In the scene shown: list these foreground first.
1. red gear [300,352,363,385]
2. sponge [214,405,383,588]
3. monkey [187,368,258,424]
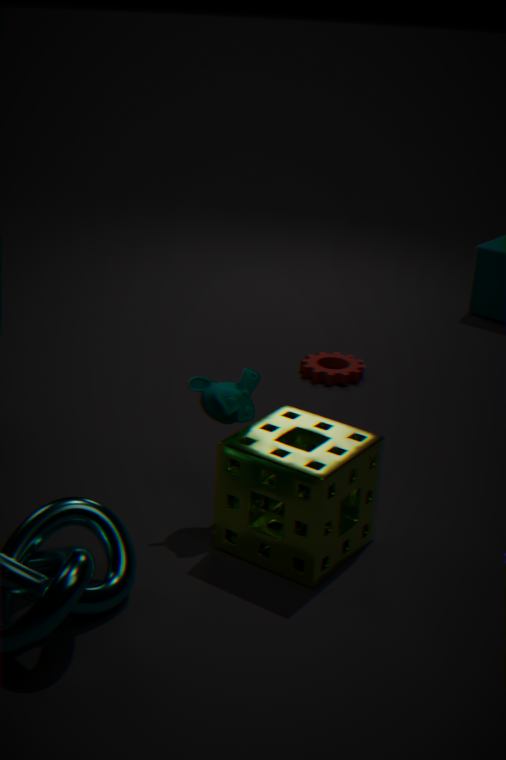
sponge [214,405,383,588] < monkey [187,368,258,424] < red gear [300,352,363,385]
